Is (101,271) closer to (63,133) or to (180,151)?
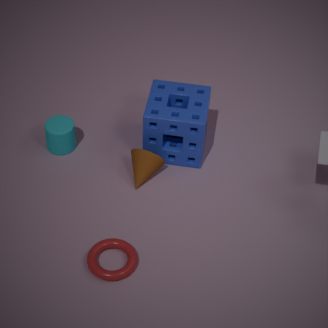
(63,133)
